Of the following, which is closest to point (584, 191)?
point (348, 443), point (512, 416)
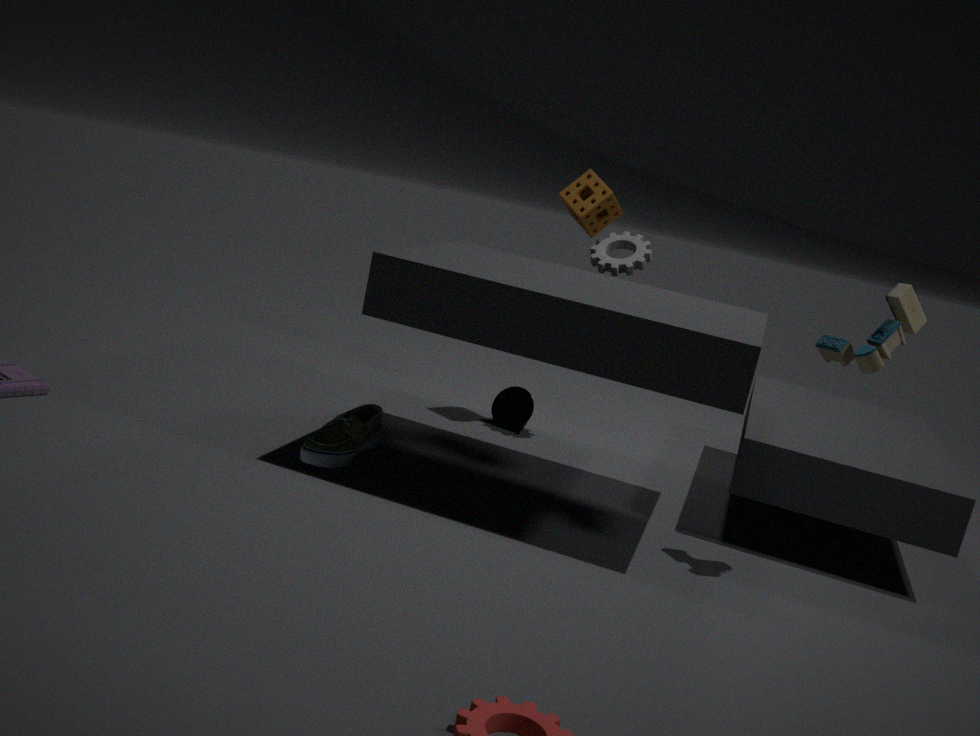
point (512, 416)
